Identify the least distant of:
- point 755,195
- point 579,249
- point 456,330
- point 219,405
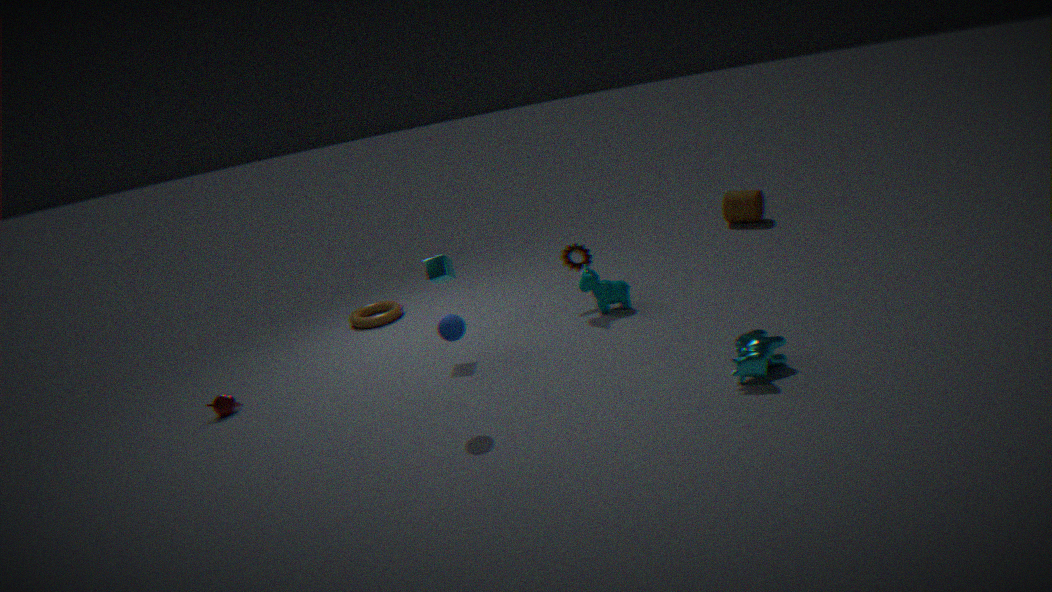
point 456,330
